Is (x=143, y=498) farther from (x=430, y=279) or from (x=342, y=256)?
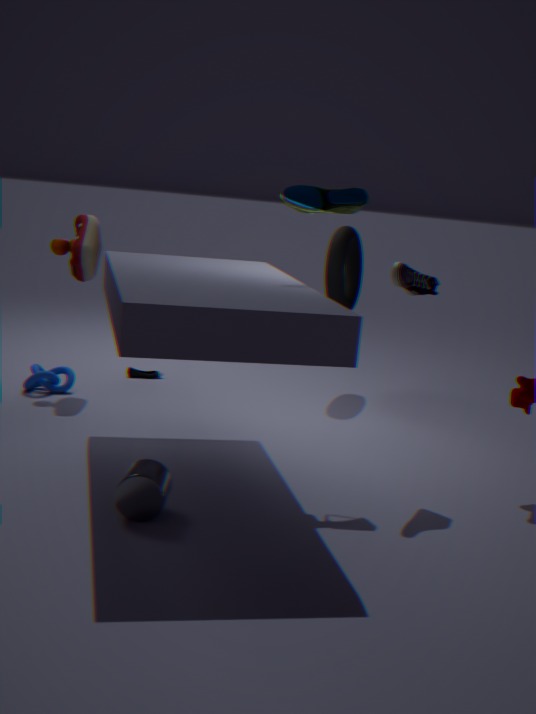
(x=342, y=256)
